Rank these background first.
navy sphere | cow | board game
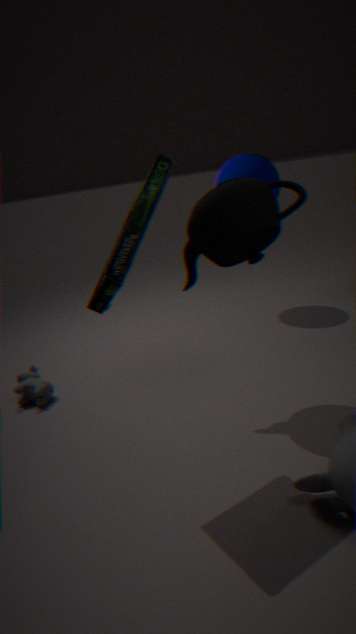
1. navy sphere
2. cow
3. board game
